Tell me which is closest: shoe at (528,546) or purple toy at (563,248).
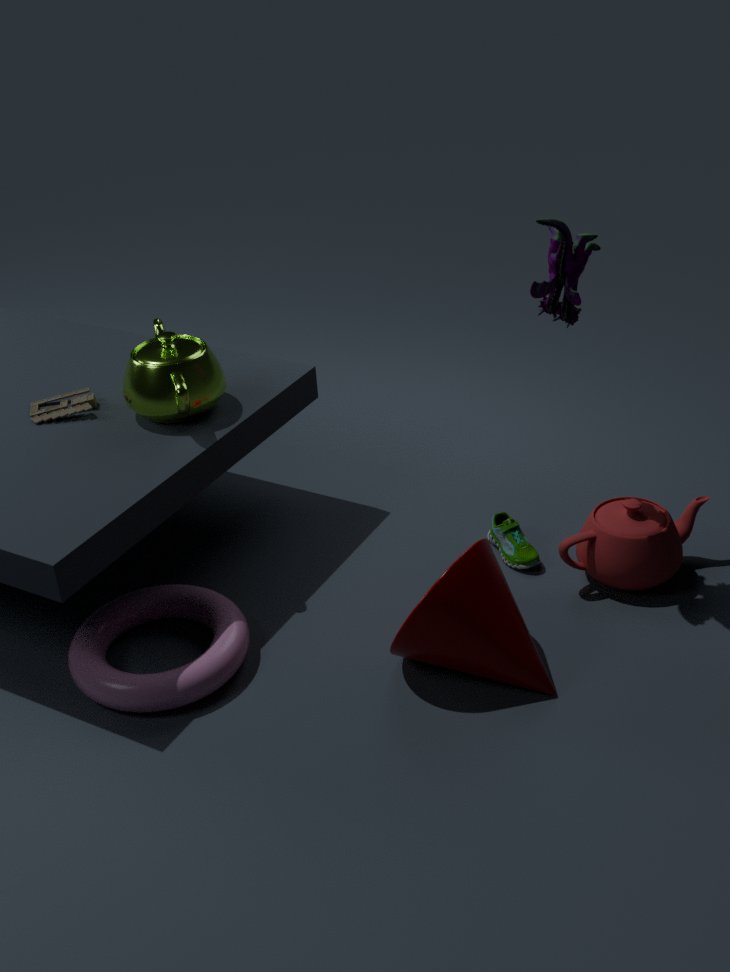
purple toy at (563,248)
